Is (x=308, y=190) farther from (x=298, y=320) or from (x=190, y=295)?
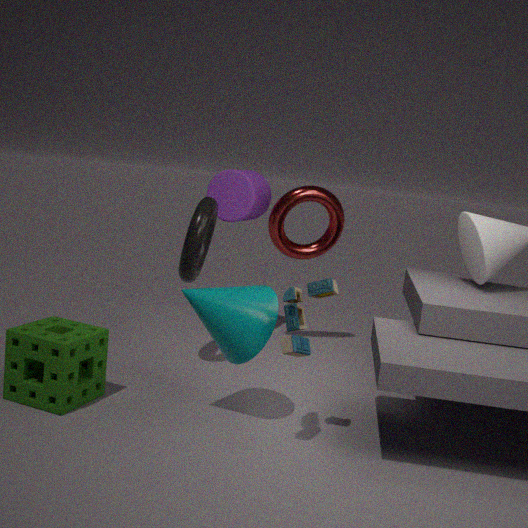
(x=298, y=320)
